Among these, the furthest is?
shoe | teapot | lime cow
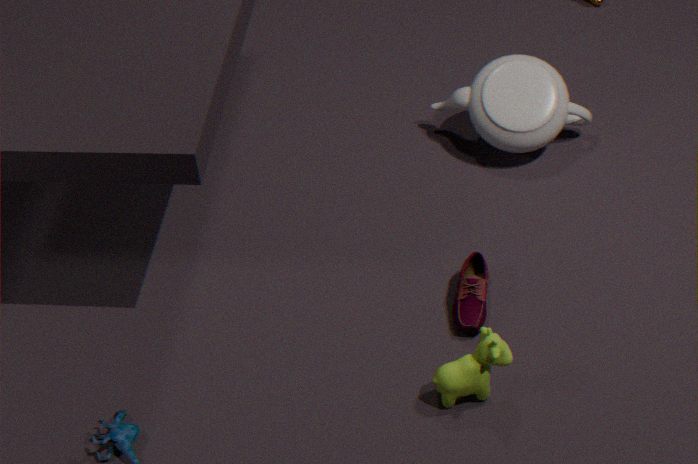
teapot
